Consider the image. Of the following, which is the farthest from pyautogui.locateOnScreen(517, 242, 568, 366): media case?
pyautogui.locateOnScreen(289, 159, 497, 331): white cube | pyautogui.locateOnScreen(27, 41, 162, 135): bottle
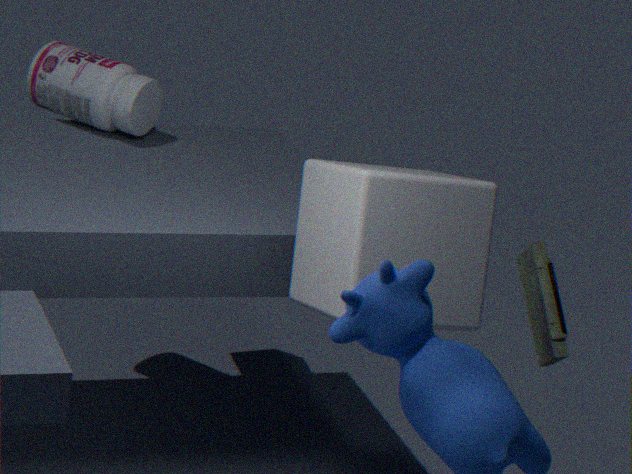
pyautogui.locateOnScreen(27, 41, 162, 135): bottle
